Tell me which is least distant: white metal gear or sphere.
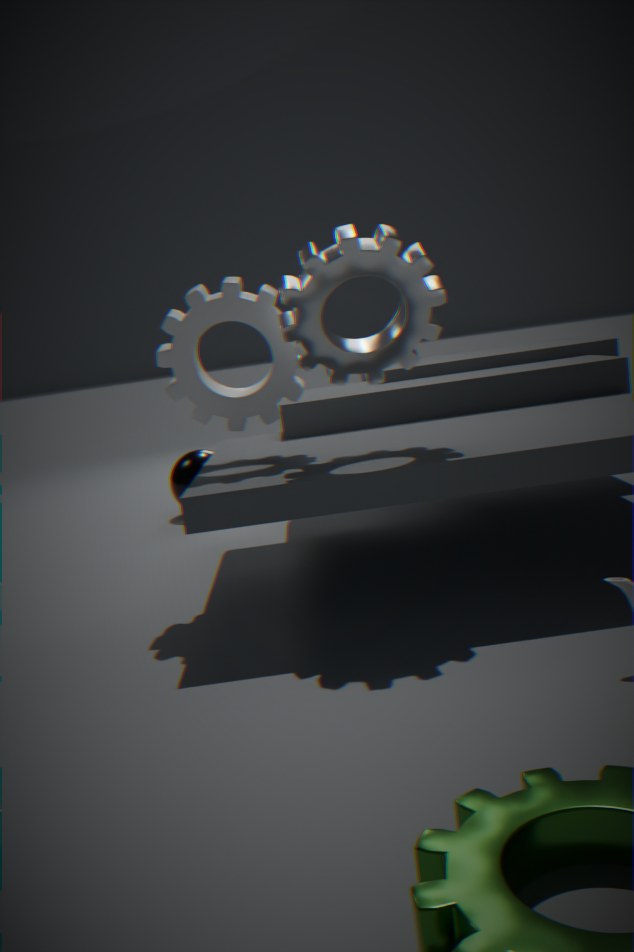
white metal gear
